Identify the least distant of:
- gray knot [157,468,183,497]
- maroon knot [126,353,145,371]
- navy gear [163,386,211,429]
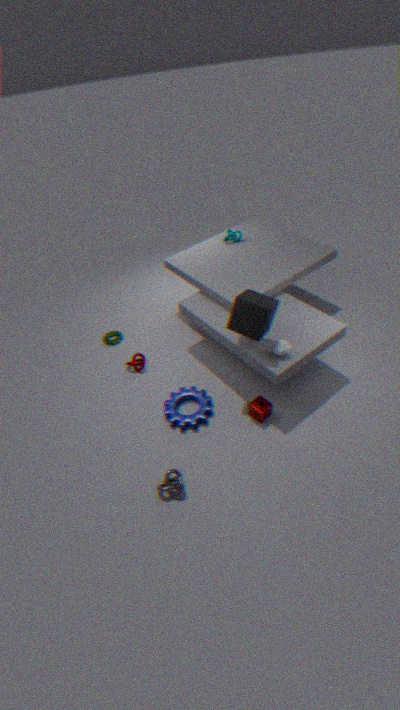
gray knot [157,468,183,497]
